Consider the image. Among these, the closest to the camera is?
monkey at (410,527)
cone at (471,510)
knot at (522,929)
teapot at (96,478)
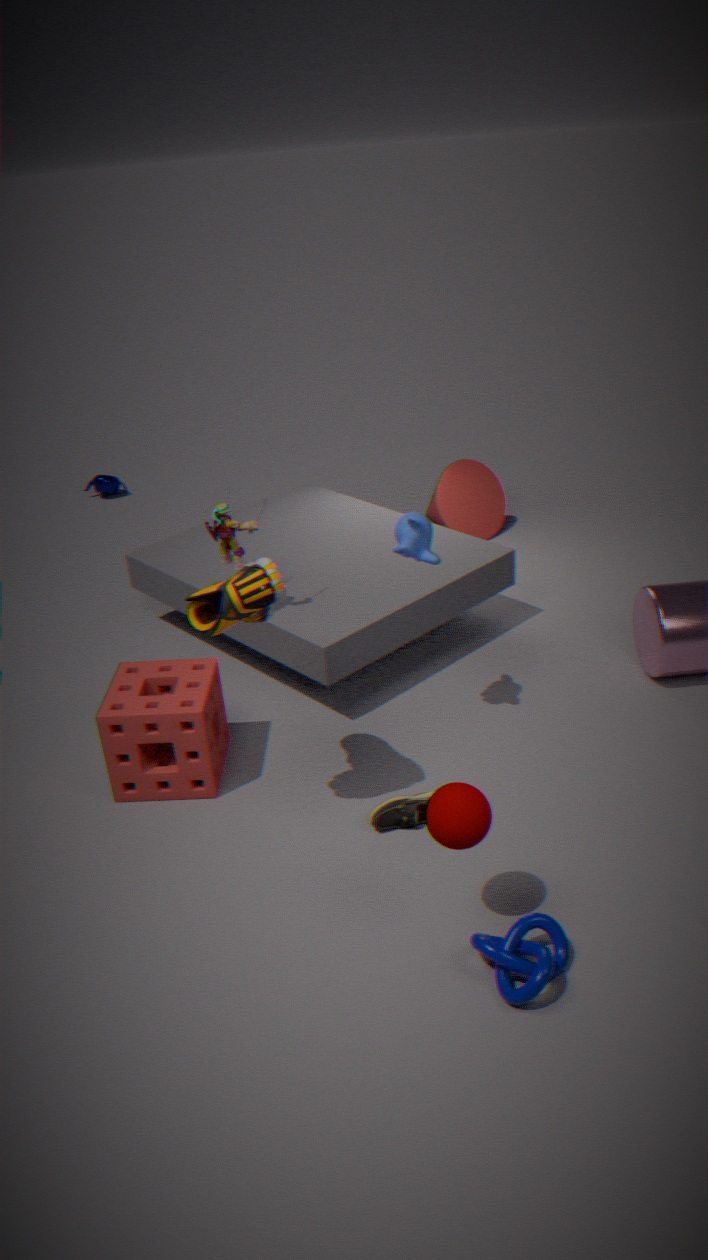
knot at (522,929)
